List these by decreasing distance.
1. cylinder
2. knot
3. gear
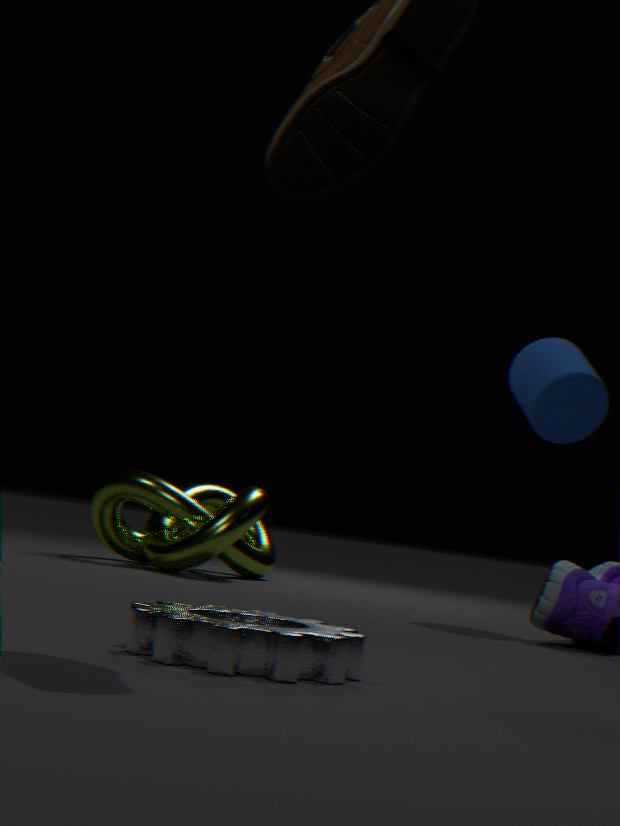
1. knot
2. cylinder
3. gear
